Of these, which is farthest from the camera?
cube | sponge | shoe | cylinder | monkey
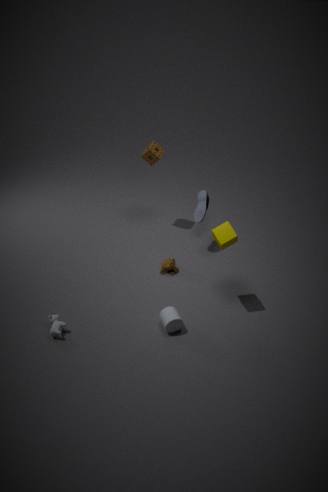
sponge
